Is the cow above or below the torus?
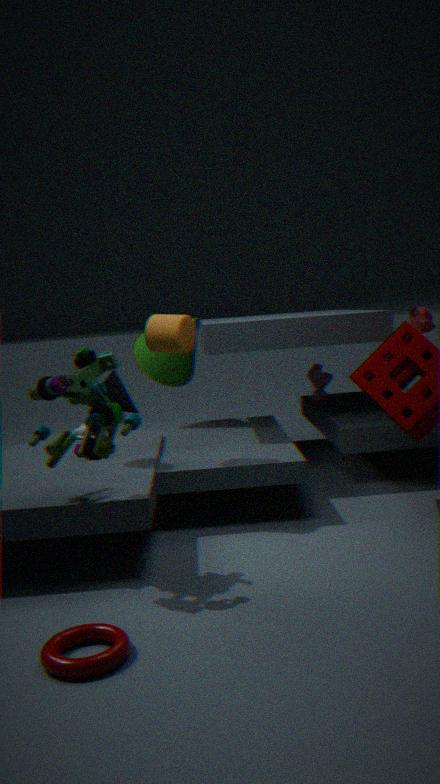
above
